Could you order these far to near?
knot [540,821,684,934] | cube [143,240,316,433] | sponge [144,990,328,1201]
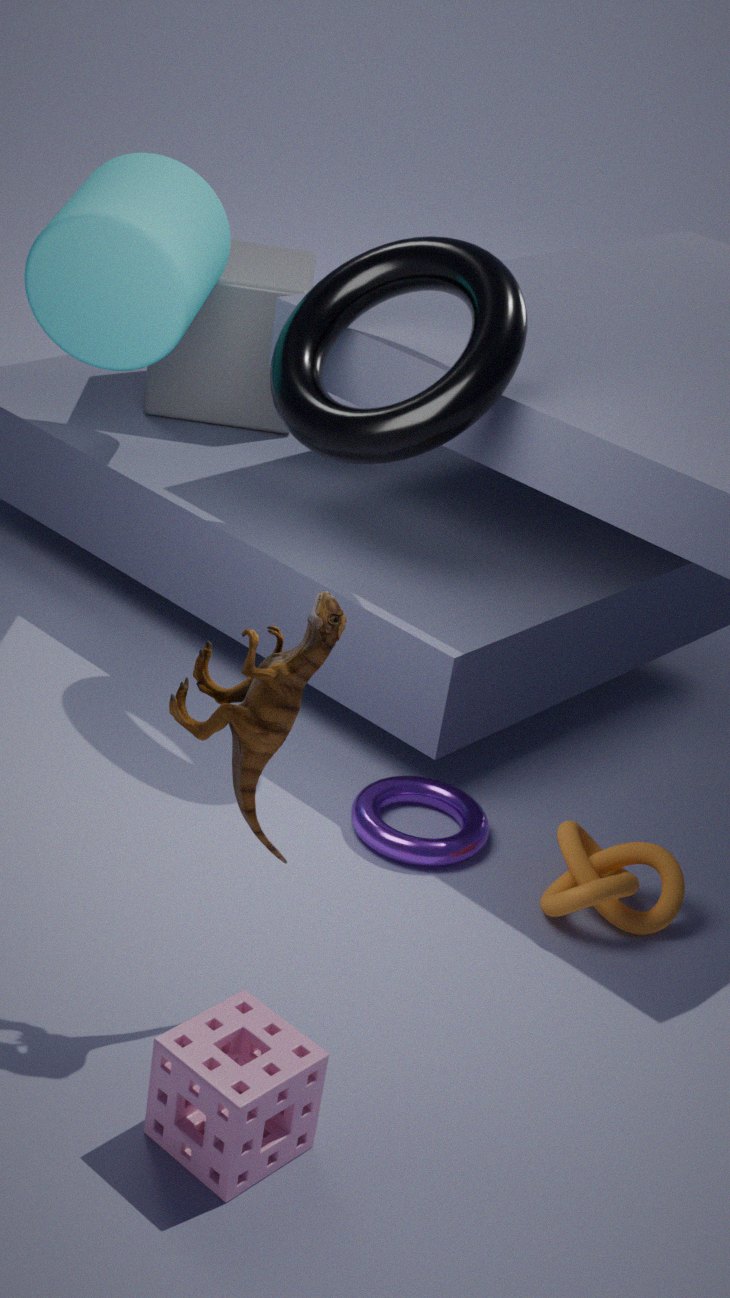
cube [143,240,316,433], knot [540,821,684,934], sponge [144,990,328,1201]
